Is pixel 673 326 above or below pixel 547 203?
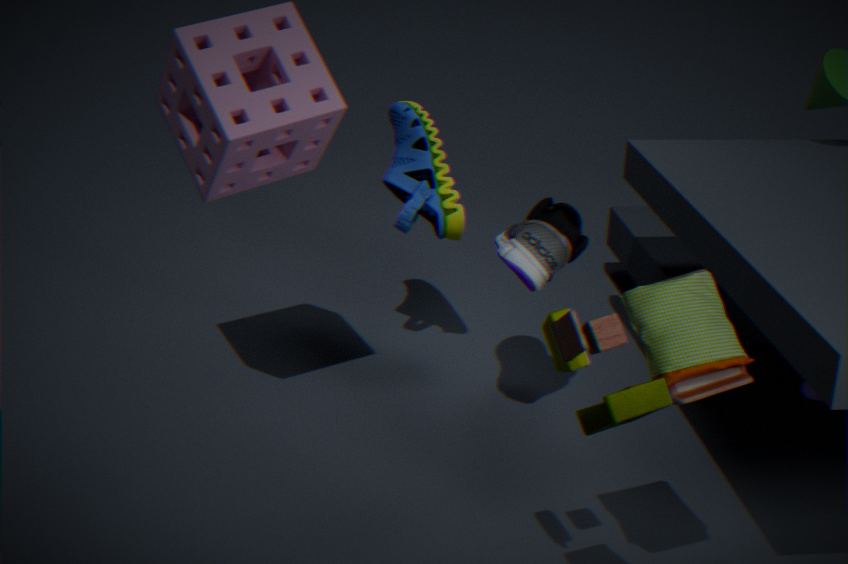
above
